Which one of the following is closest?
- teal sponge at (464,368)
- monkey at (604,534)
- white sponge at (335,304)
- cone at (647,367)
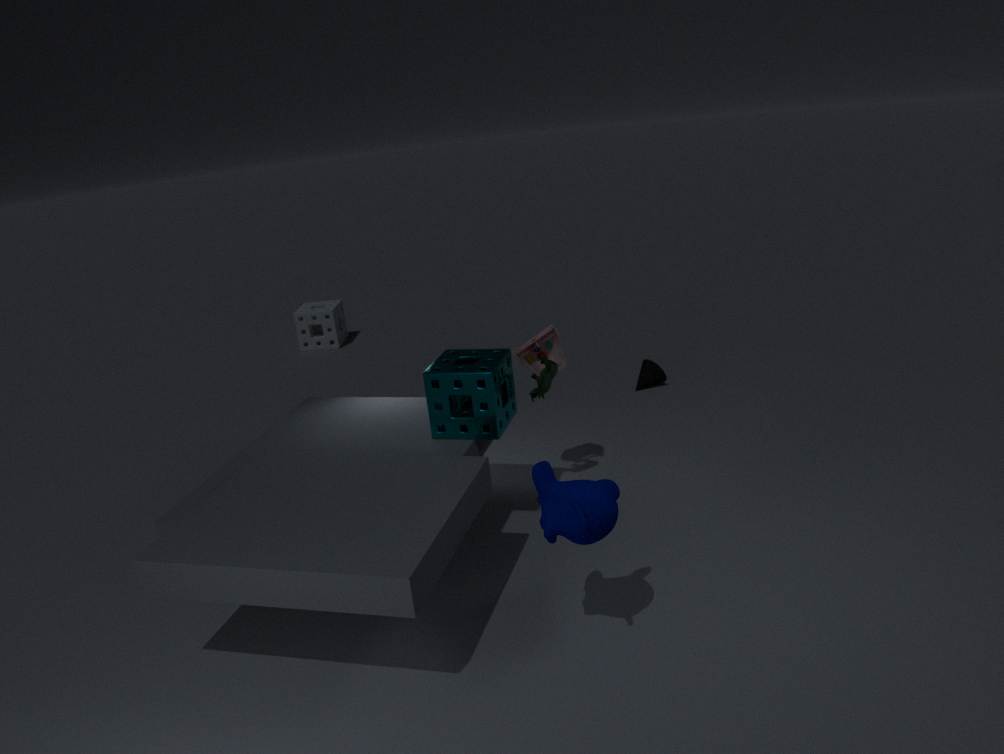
monkey at (604,534)
